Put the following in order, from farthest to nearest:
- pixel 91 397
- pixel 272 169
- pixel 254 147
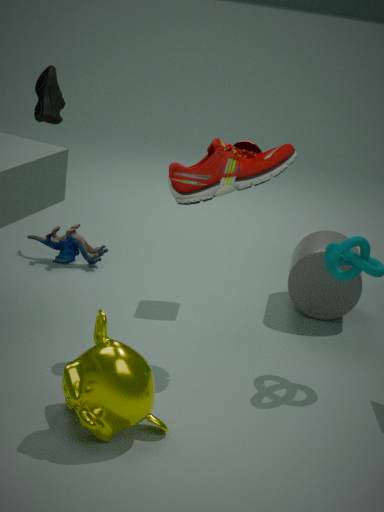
pixel 254 147 < pixel 272 169 < pixel 91 397
